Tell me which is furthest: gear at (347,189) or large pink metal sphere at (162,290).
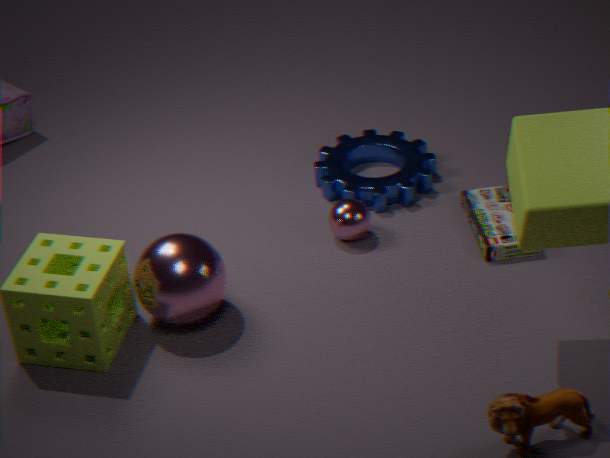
gear at (347,189)
